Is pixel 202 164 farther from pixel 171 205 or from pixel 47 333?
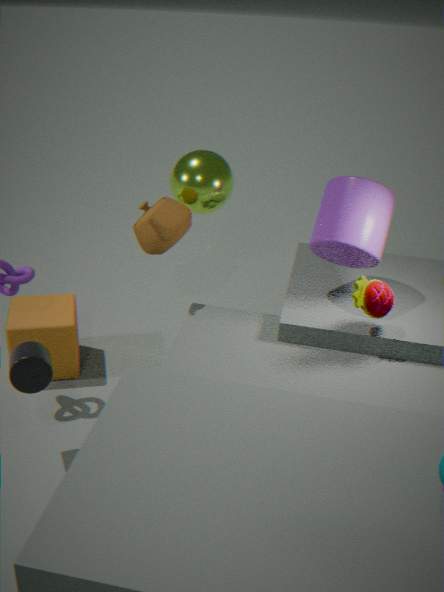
pixel 47 333
